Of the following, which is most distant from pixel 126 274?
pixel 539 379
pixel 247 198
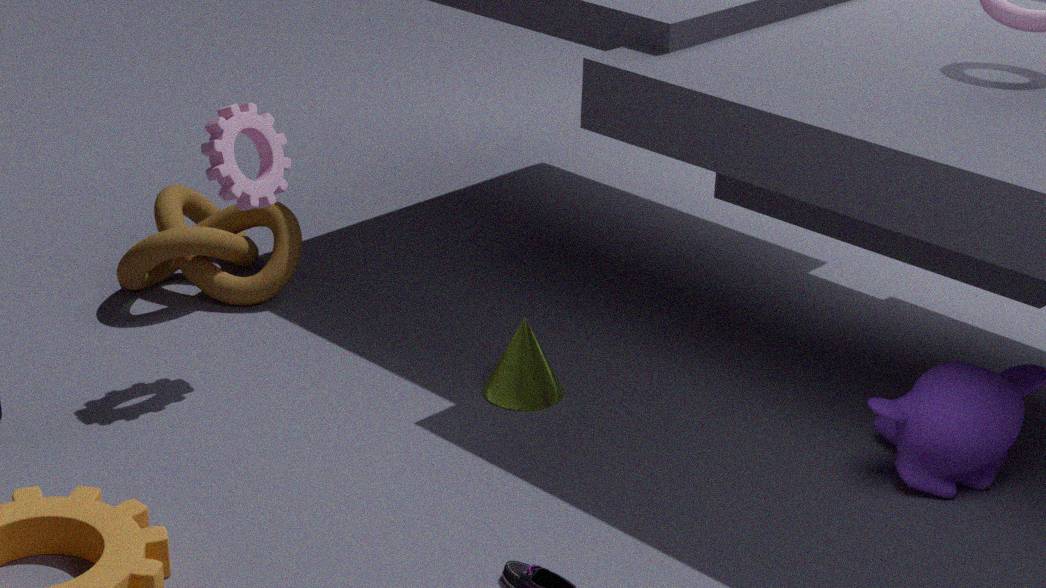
pixel 539 379
